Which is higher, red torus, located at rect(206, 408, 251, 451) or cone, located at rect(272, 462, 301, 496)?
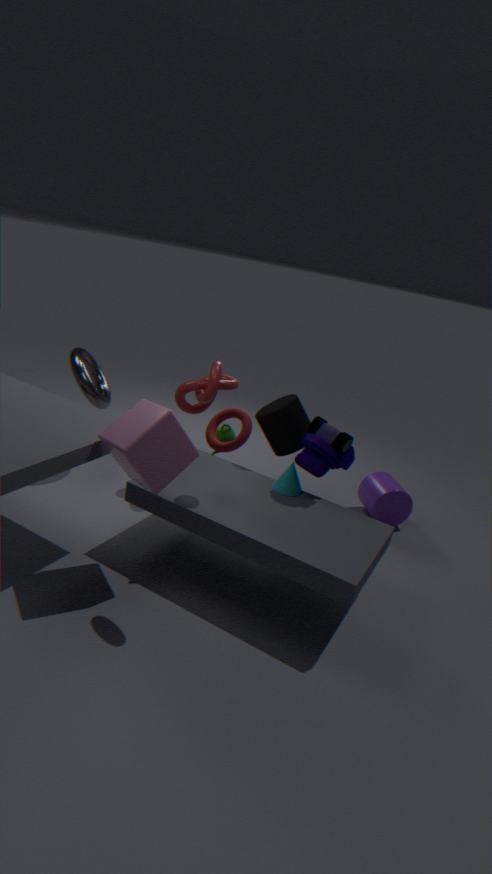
red torus, located at rect(206, 408, 251, 451)
